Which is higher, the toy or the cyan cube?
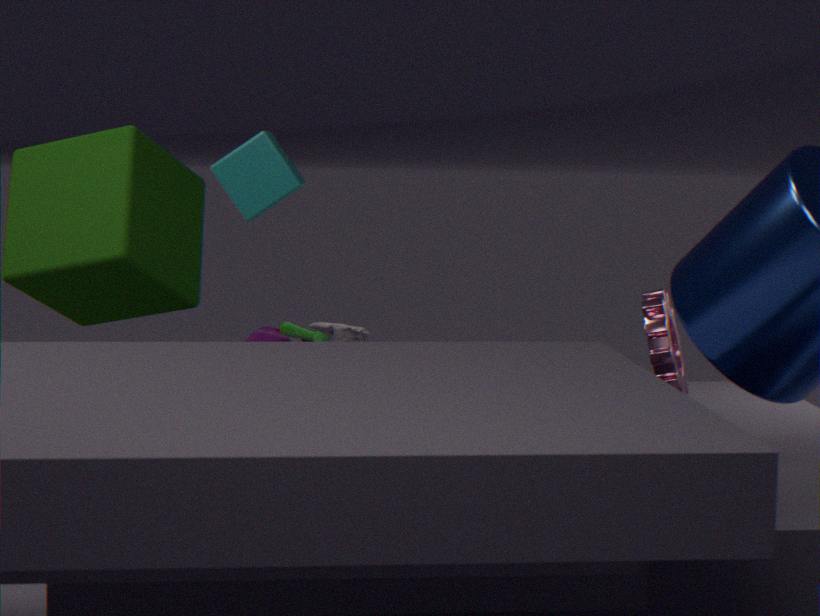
the cyan cube
